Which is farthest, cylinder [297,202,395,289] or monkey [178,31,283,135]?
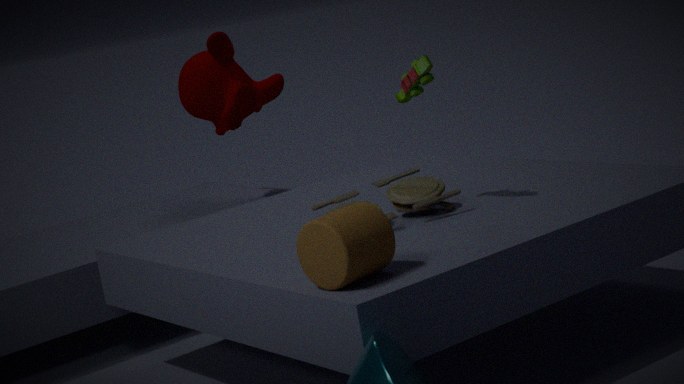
monkey [178,31,283,135]
